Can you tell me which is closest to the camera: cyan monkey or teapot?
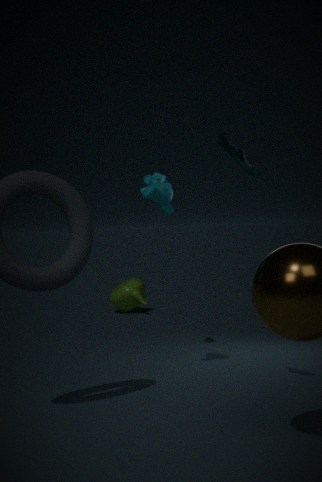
cyan monkey
